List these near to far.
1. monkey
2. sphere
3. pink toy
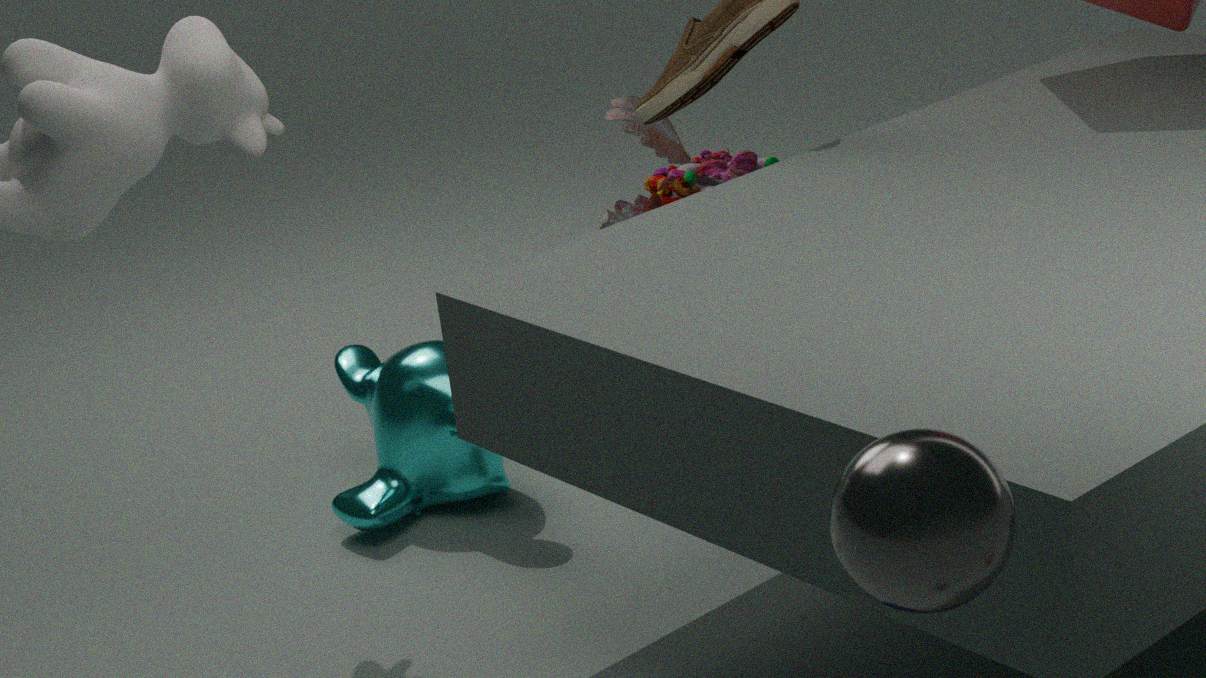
1. sphere
2. monkey
3. pink toy
